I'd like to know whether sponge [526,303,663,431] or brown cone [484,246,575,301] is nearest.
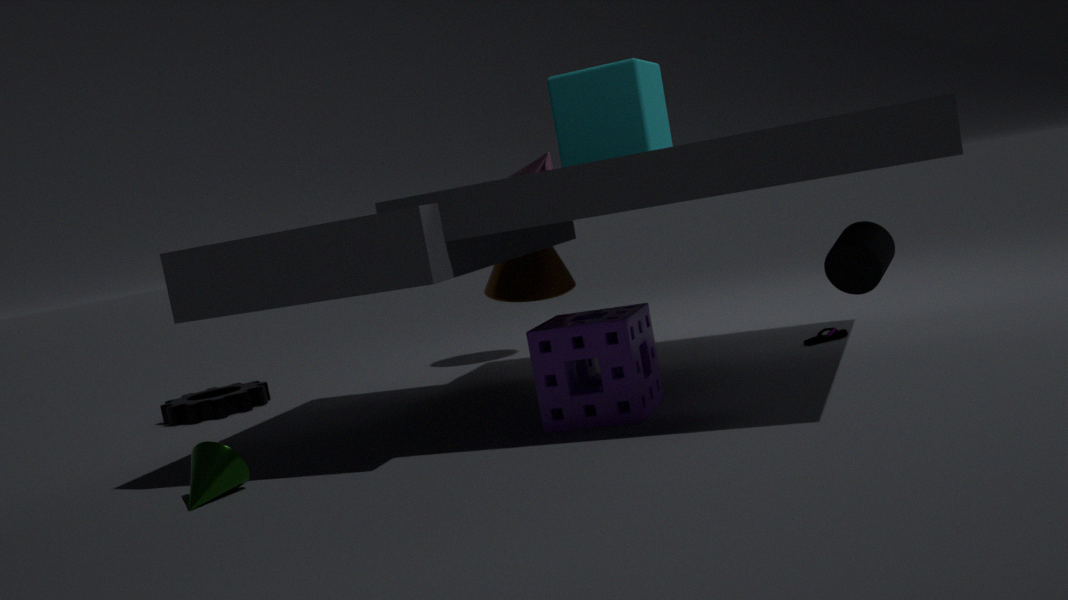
sponge [526,303,663,431]
